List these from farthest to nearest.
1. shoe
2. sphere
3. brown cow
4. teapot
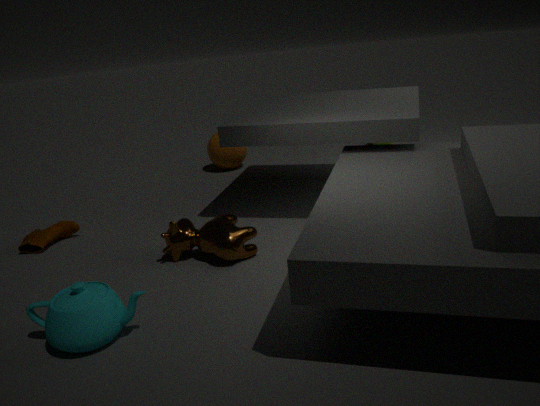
sphere → shoe → brown cow → teapot
